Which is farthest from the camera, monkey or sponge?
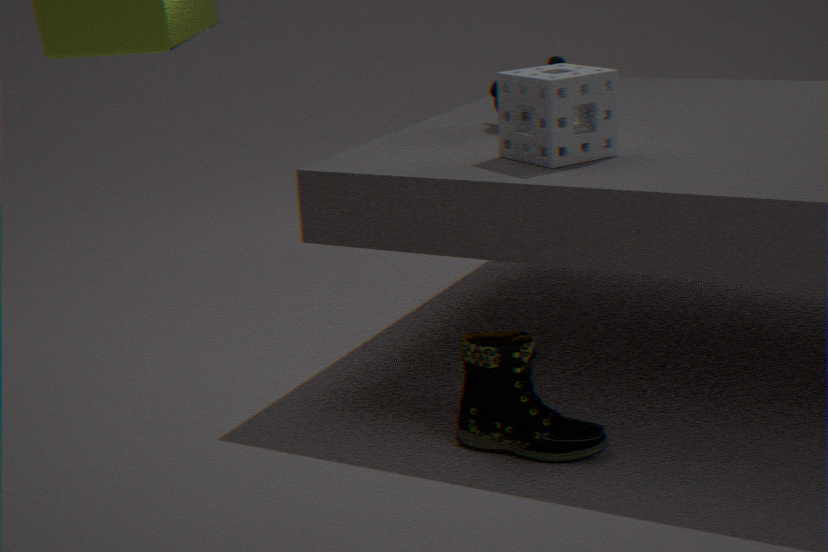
monkey
